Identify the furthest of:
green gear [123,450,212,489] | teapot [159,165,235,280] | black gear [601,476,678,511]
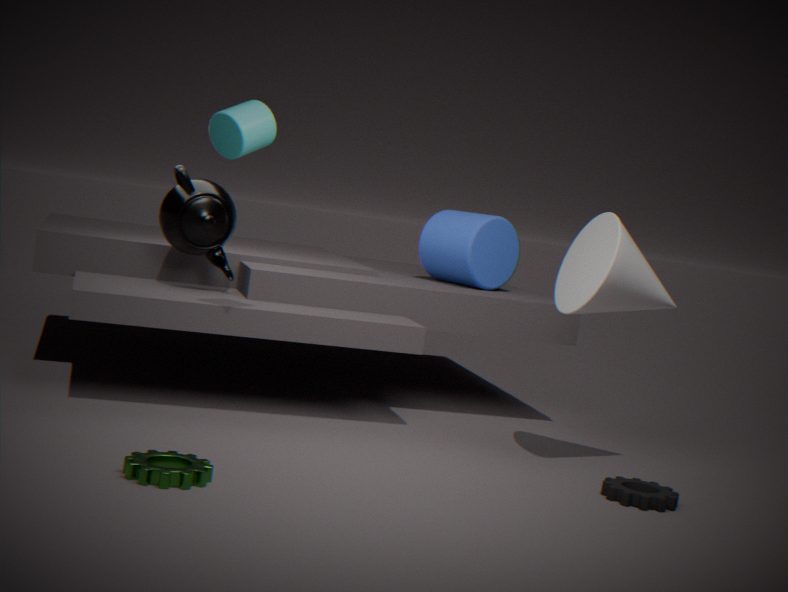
teapot [159,165,235,280]
